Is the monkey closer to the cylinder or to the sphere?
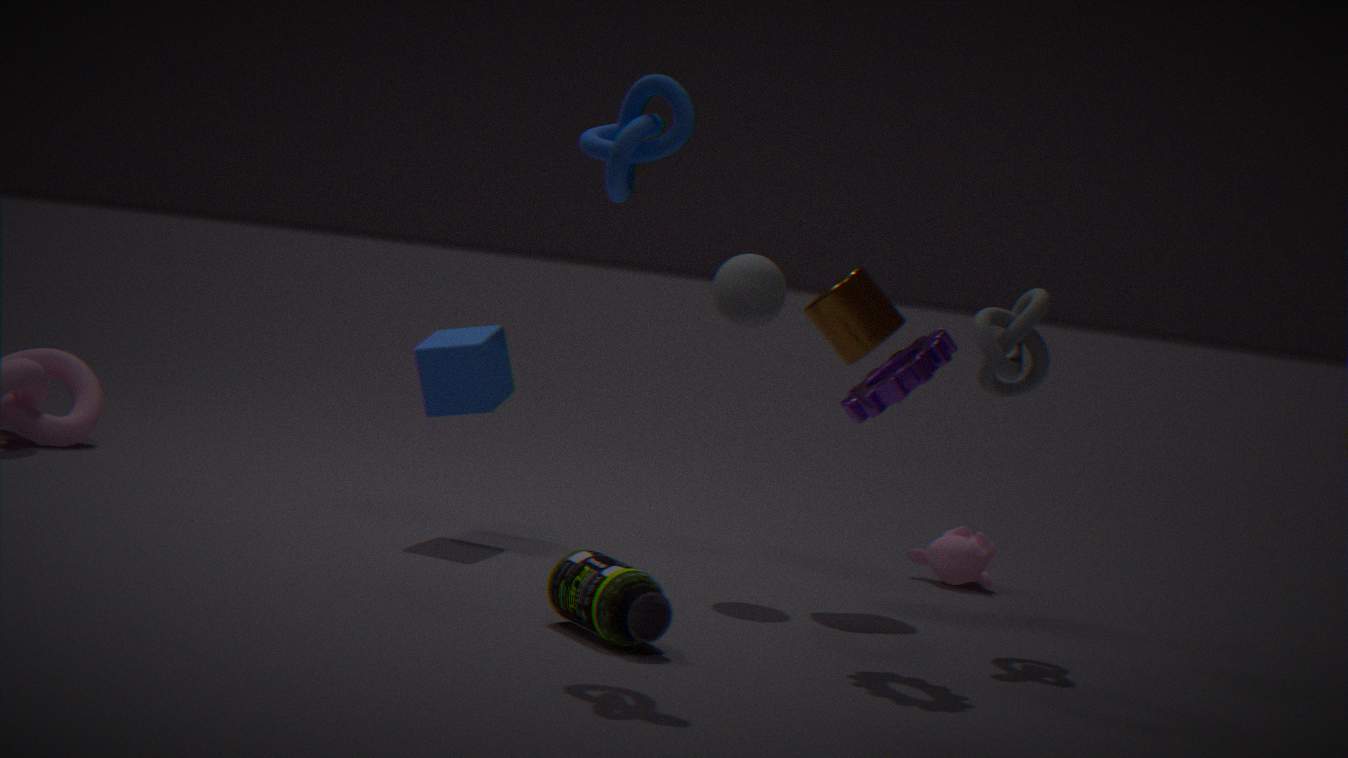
the cylinder
